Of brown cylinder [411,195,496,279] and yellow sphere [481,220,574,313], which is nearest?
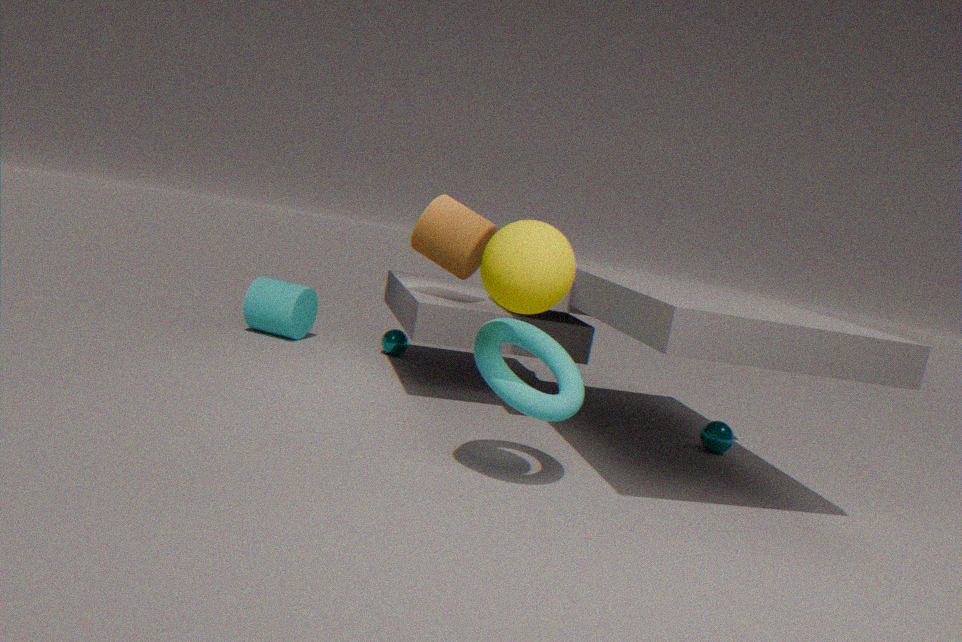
yellow sphere [481,220,574,313]
